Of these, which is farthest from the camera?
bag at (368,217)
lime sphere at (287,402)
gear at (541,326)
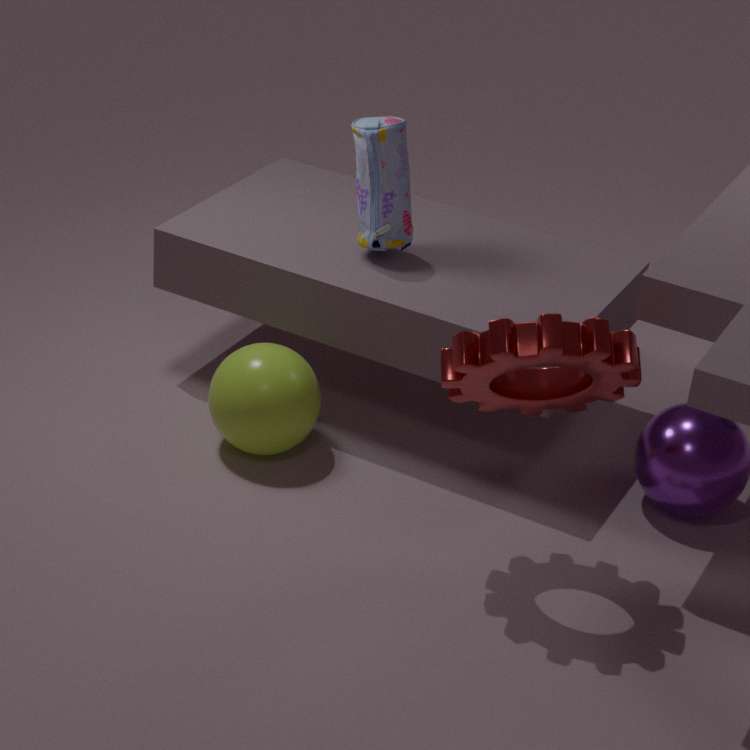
bag at (368,217)
